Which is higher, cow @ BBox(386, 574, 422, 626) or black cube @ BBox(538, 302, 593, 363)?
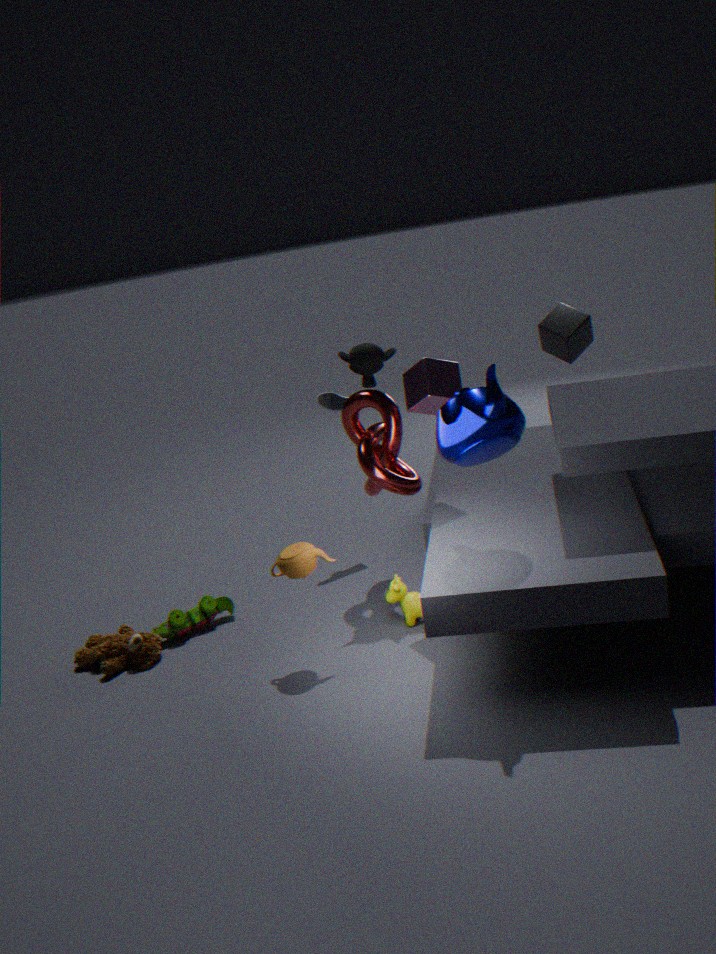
black cube @ BBox(538, 302, 593, 363)
